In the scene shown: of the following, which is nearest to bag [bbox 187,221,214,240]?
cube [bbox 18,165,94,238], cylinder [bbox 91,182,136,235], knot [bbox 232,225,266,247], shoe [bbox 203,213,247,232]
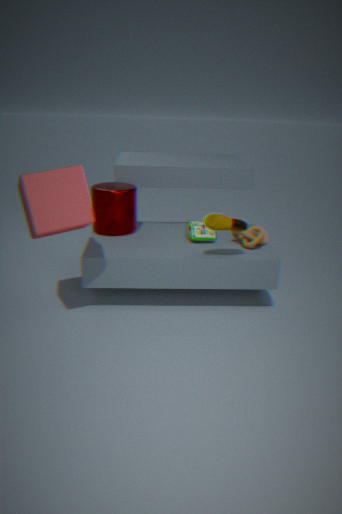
knot [bbox 232,225,266,247]
